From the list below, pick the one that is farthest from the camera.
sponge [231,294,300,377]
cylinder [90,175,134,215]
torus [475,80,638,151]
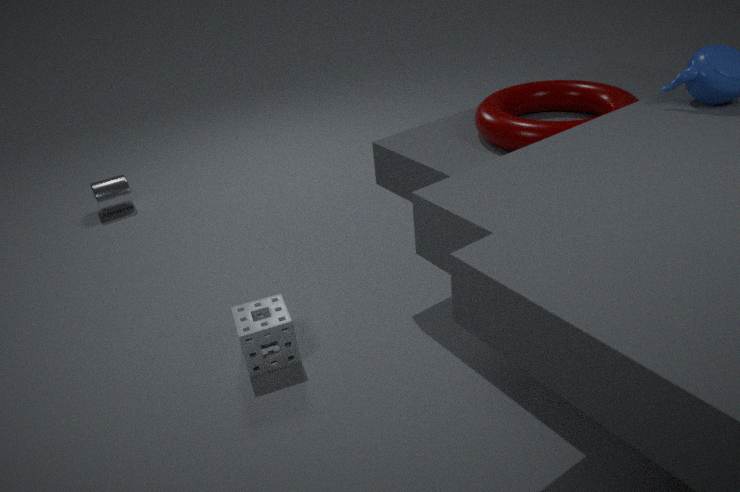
cylinder [90,175,134,215]
